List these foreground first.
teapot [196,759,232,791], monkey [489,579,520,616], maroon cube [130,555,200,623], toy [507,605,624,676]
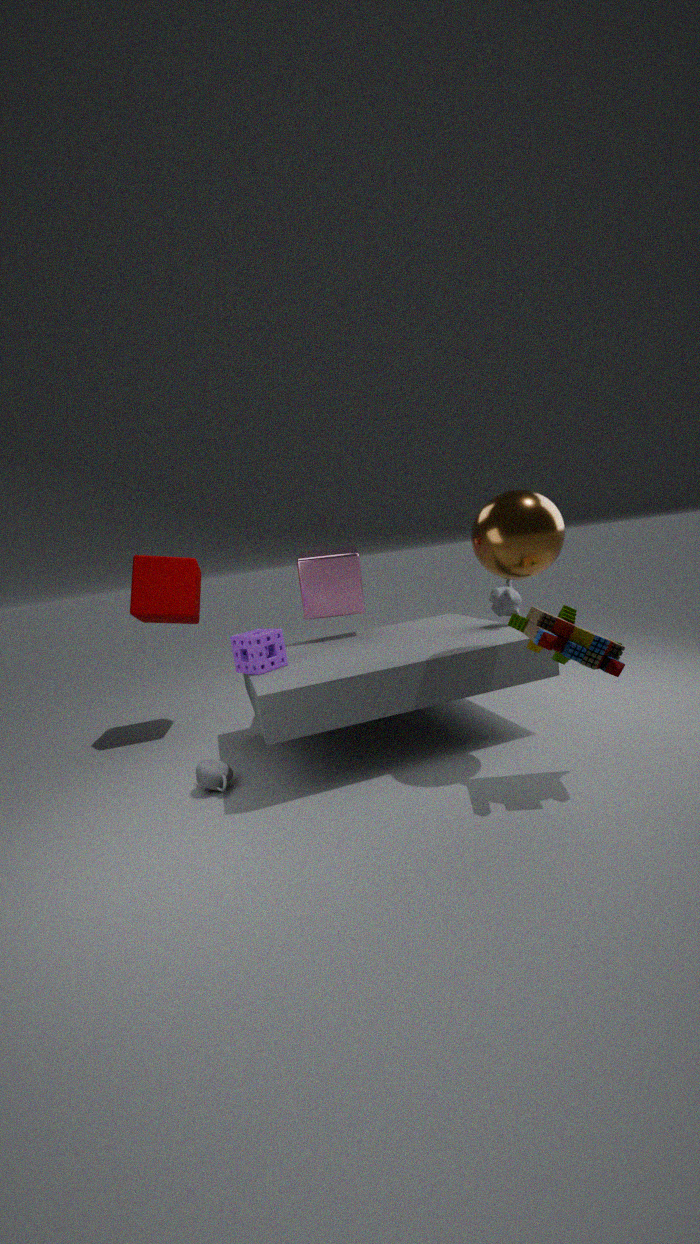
toy [507,605,624,676] < teapot [196,759,232,791] < monkey [489,579,520,616] < maroon cube [130,555,200,623]
